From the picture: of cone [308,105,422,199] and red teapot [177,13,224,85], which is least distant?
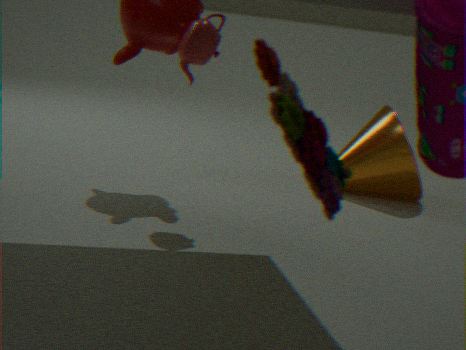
red teapot [177,13,224,85]
